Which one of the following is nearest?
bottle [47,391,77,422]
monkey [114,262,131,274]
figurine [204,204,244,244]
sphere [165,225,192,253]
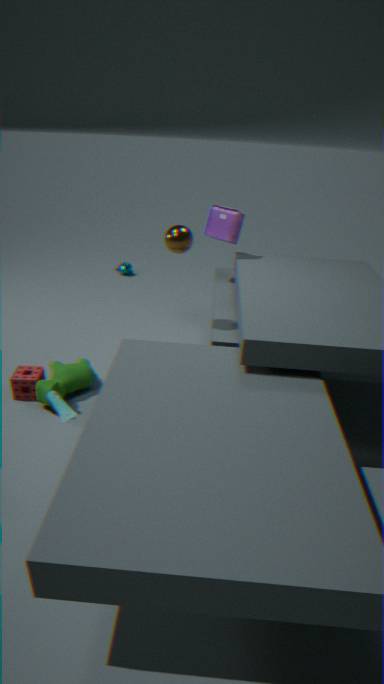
bottle [47,391,77,422]
